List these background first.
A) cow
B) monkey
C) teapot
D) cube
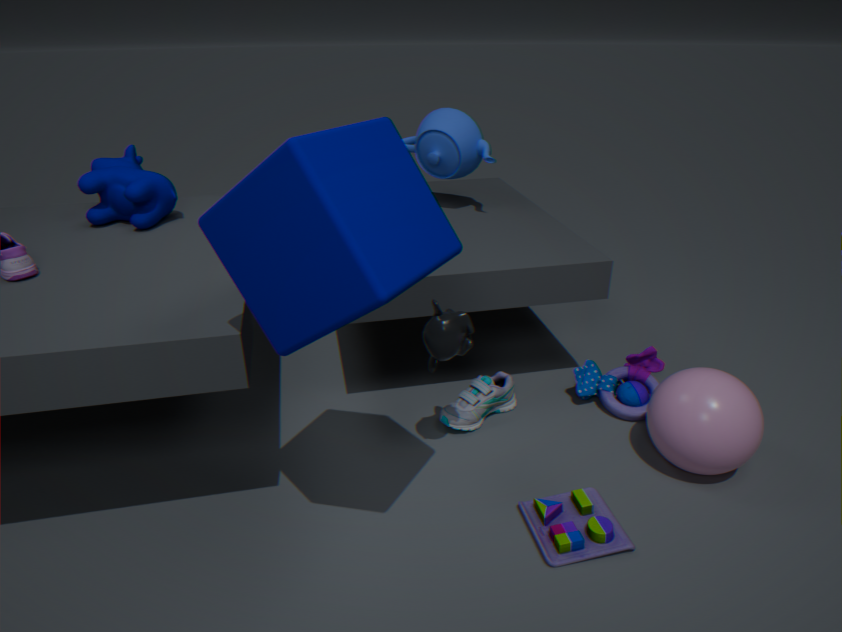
1. C. teapot
2. A. cow
3. B. monkey
4. D. cube
